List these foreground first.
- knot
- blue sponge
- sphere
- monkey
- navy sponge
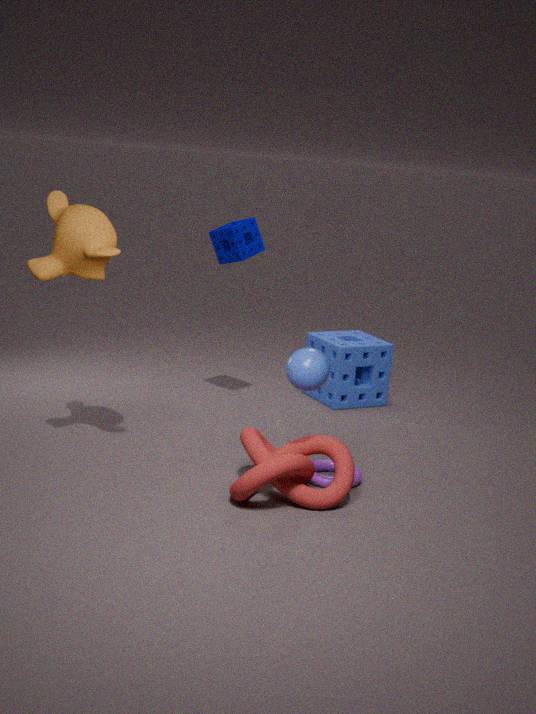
knot, sphere, monkey, navy sponge, blue sponge
